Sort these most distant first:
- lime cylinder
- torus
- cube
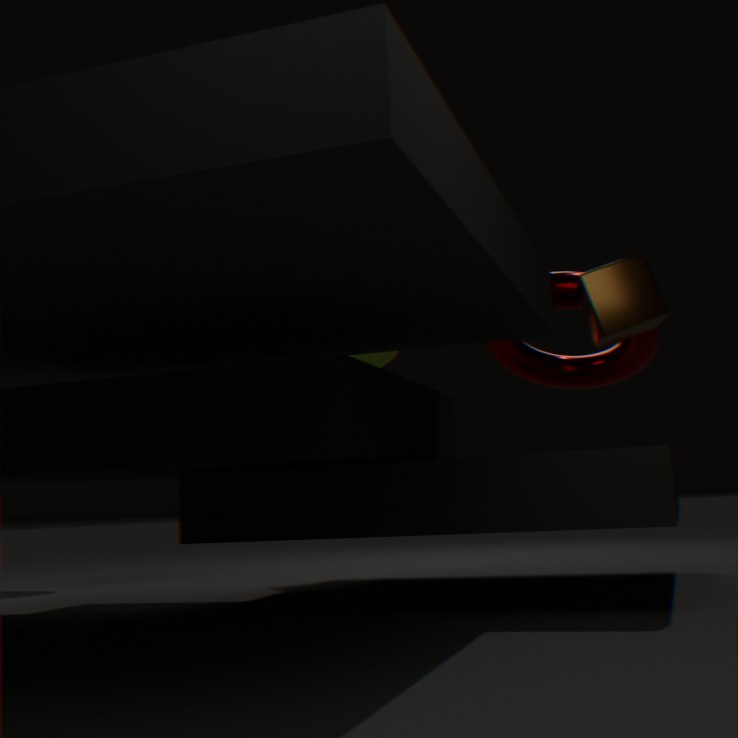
lime cylinder, torus, cube
